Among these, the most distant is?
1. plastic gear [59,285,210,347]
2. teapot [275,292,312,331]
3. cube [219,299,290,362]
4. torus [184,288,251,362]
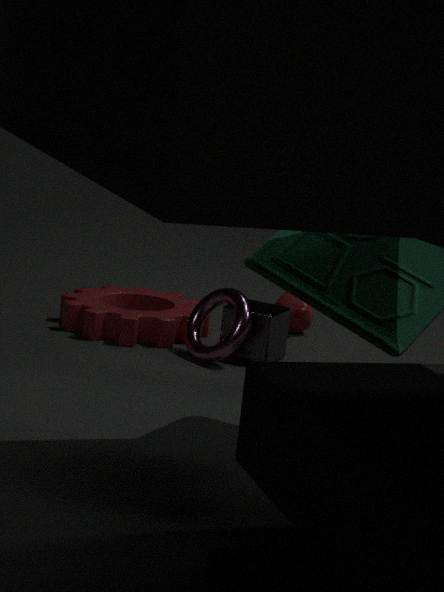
teapot [275,292,312,331]
